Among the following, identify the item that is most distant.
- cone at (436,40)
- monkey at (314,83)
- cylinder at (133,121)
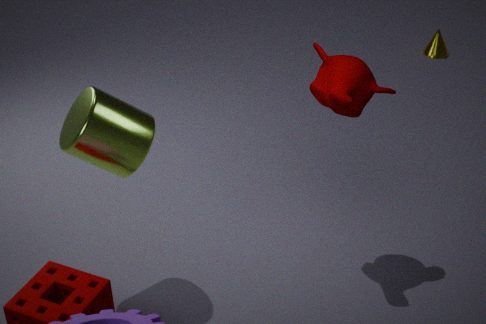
cone at (436,40)
